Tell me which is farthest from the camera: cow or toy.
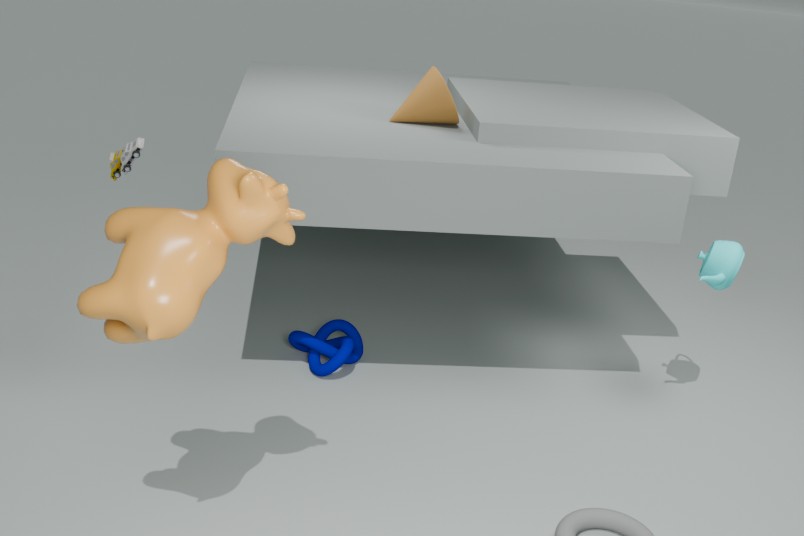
toy
